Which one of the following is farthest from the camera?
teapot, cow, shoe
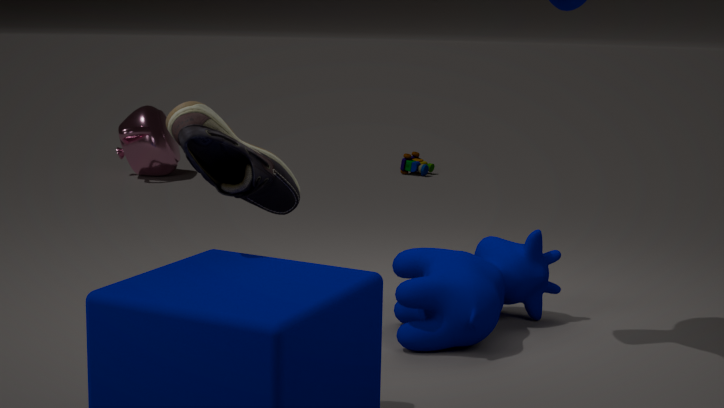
teapot
